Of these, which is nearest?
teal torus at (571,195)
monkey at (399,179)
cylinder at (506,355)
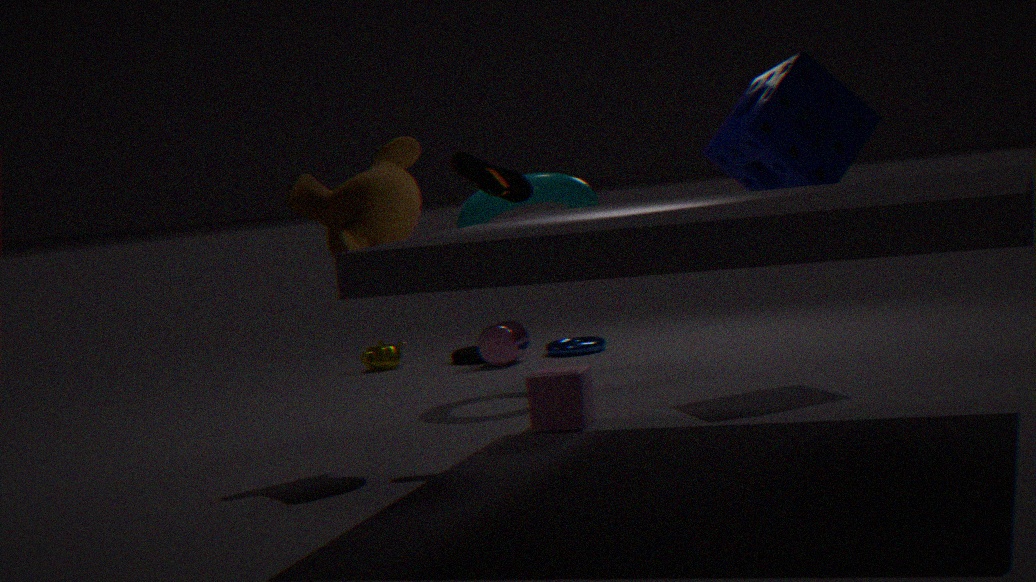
monkey at (399,179)
